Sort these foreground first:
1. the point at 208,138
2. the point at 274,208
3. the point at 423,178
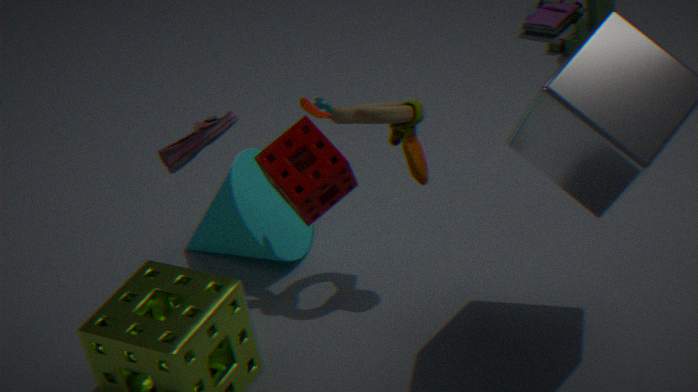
1. the point at 208,138
2. the point at 423,178
3. the point at 274,208
